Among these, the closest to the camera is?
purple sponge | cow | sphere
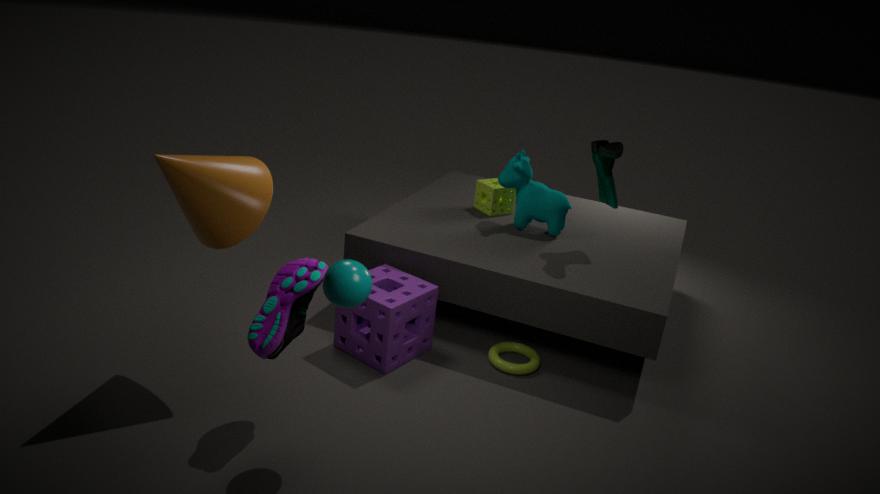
sphere
